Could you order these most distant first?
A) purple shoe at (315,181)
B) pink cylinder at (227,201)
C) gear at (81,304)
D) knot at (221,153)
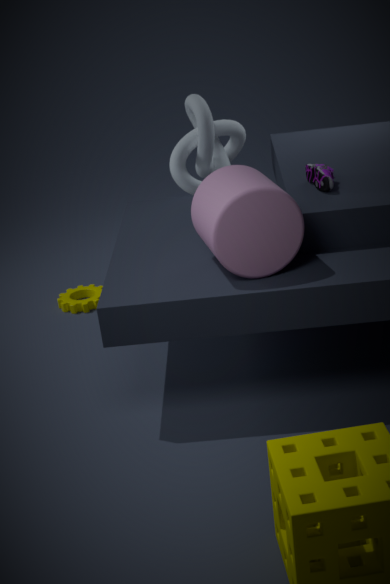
C. gear at (81,304) → D. knot at (221,153) → A. purple shoe at (315,181) → B. pink cylinder at (227,201)
